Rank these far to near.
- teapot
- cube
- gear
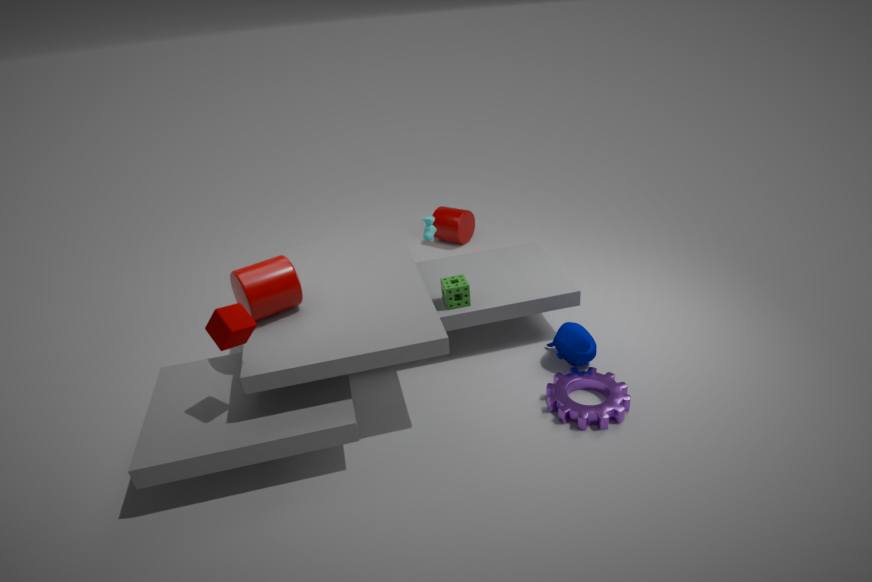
1. teapot
2. gear
3. cube
